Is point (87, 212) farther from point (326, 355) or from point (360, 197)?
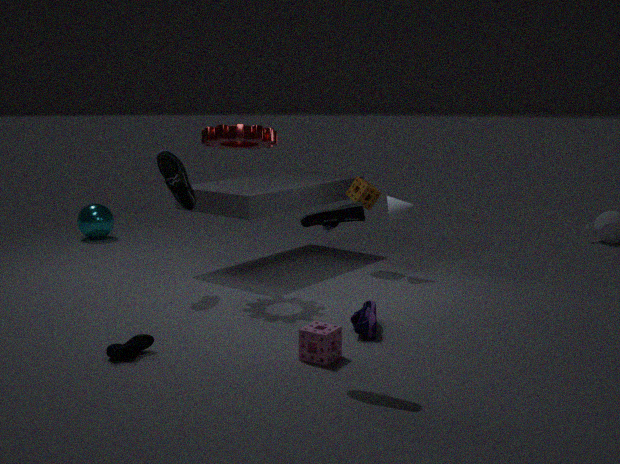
point (326, 355)
